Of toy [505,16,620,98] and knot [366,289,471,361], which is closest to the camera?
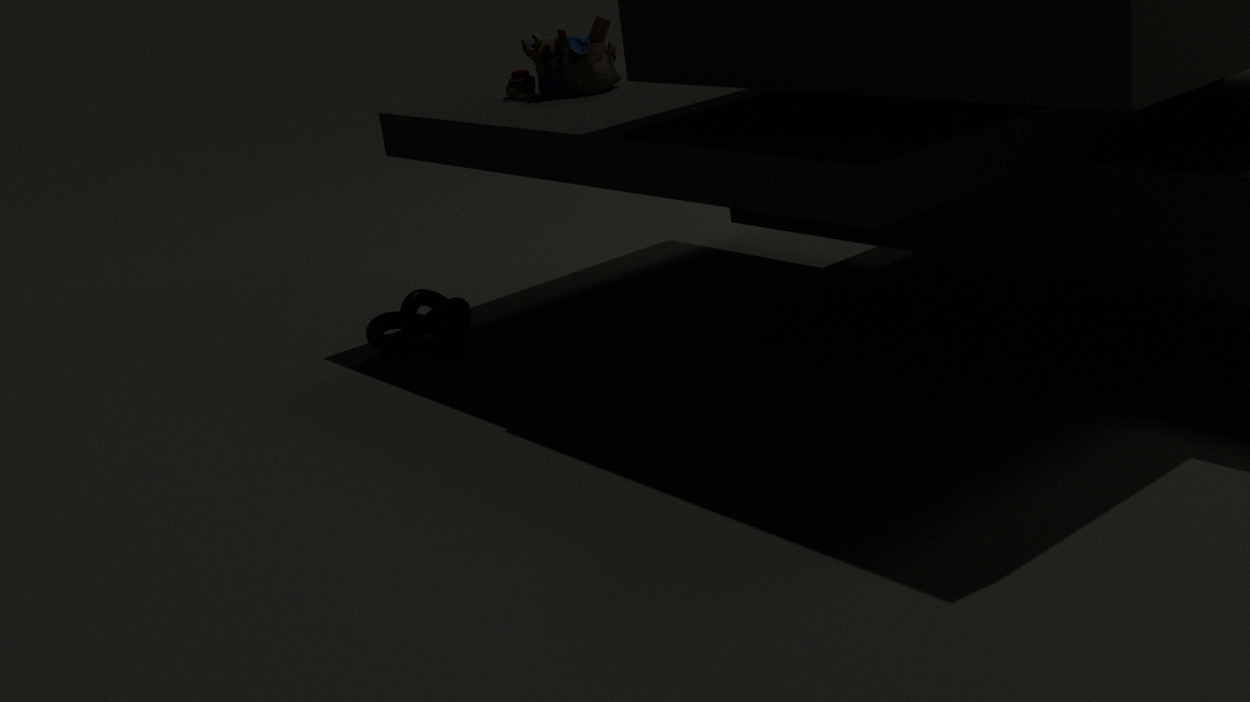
toy [505,16,620,98]
